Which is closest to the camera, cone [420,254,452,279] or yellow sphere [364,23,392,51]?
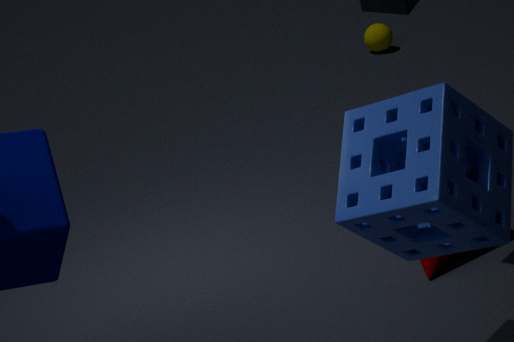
cone [420,254,452,279]
